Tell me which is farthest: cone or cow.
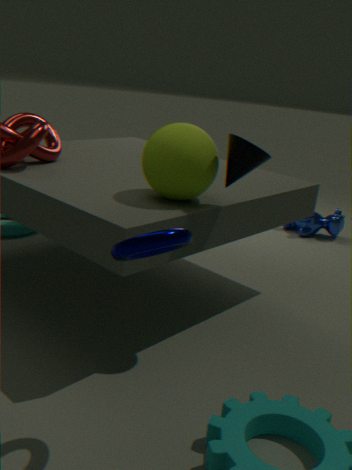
cow
